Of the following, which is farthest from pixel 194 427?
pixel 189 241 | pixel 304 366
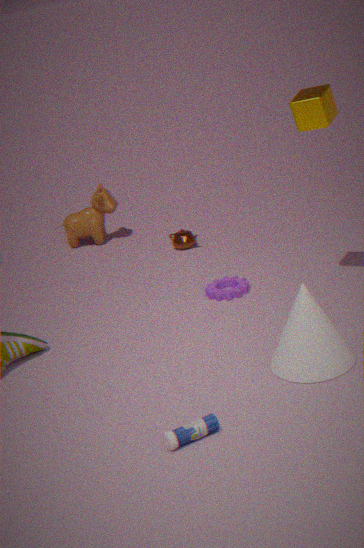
pixel 189 241
